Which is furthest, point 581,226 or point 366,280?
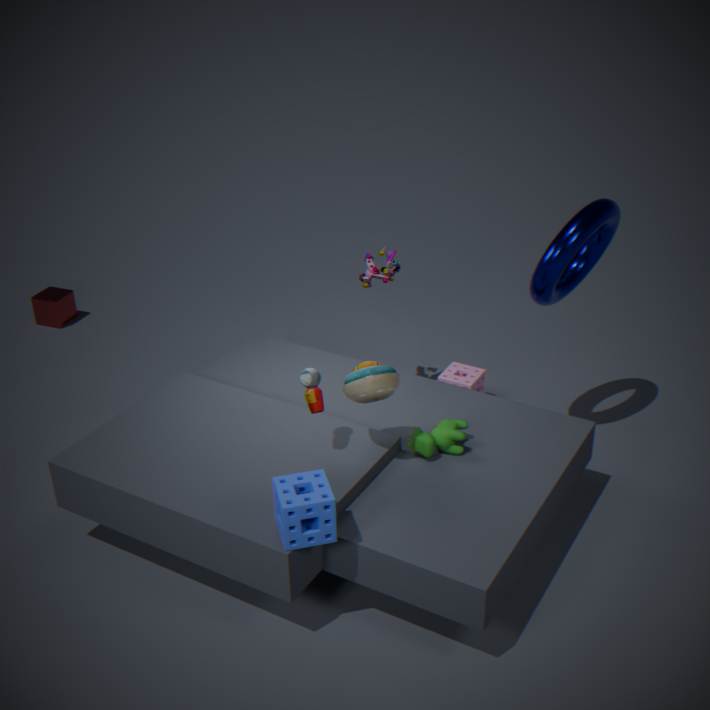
point 366,280
